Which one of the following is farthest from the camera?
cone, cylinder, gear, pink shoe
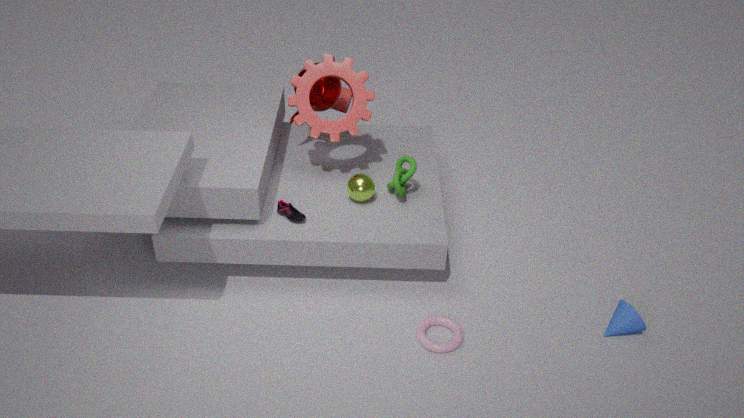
cylinder
